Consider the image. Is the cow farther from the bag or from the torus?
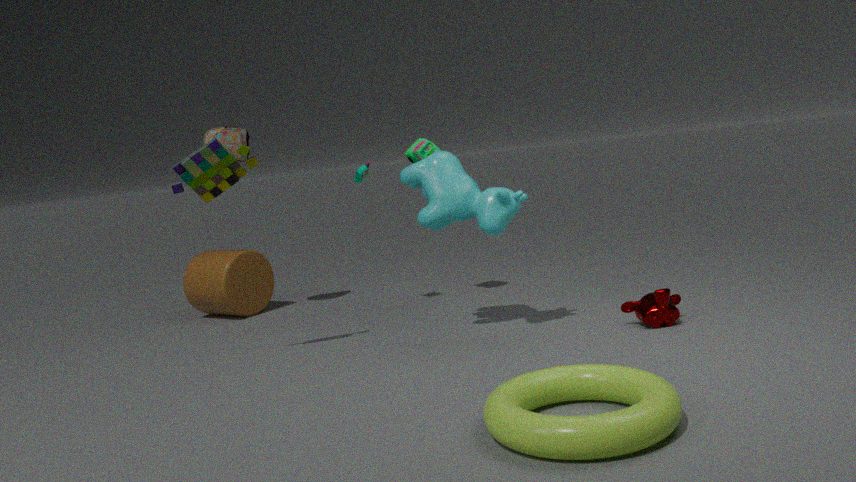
the bag
